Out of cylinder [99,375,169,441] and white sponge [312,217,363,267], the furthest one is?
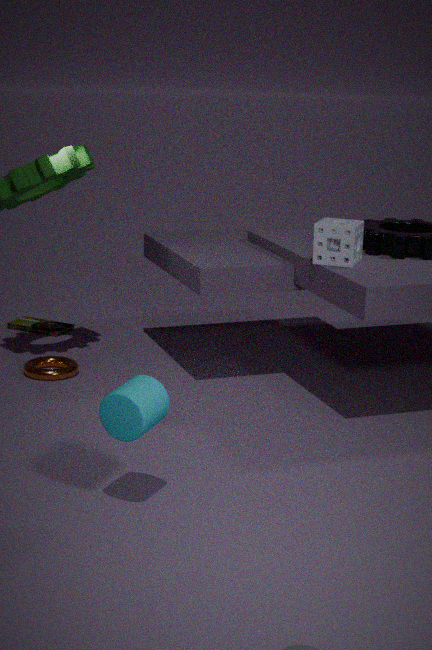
white sponge [312,217,363,267]
